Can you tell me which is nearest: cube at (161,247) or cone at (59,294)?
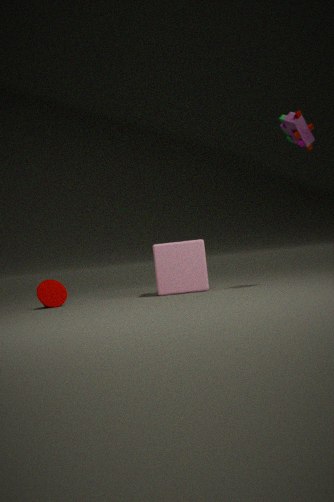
cube at (161,247)
